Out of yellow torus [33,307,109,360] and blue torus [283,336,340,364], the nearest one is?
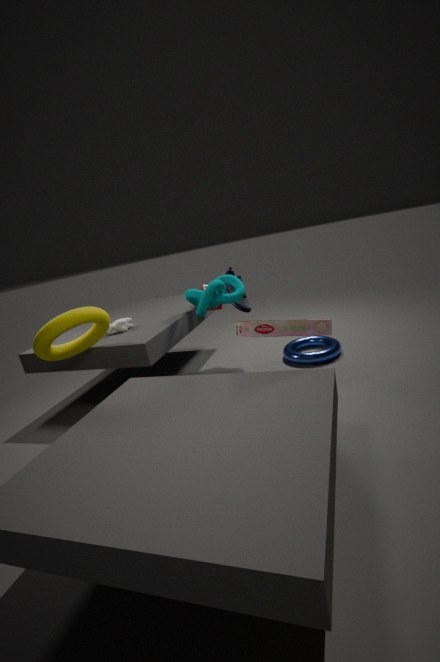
yellow torus [33,307,109,360]
